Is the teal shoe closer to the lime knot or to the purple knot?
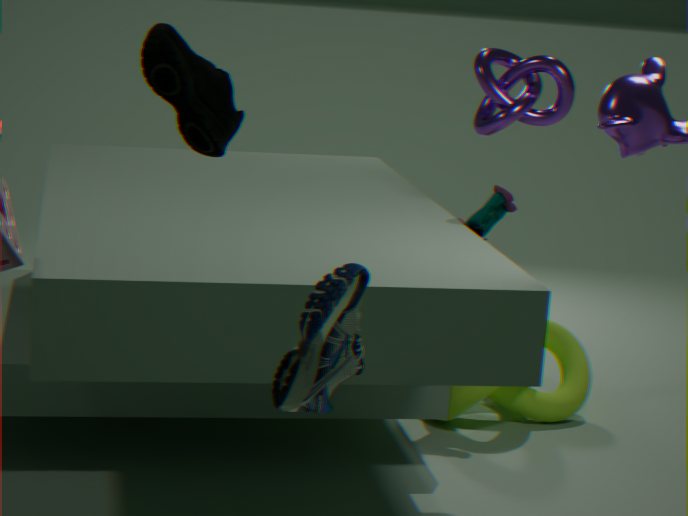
the purple knot
